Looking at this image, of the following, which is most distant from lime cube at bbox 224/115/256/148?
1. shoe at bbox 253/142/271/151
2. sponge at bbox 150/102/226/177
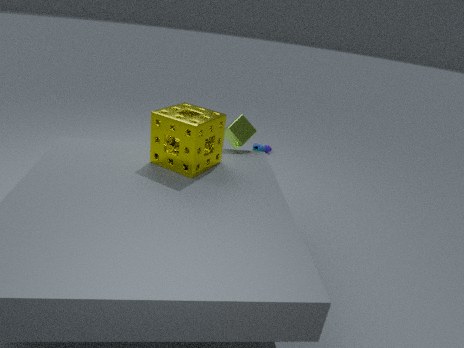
shoe at bbox 253/142/271/151
